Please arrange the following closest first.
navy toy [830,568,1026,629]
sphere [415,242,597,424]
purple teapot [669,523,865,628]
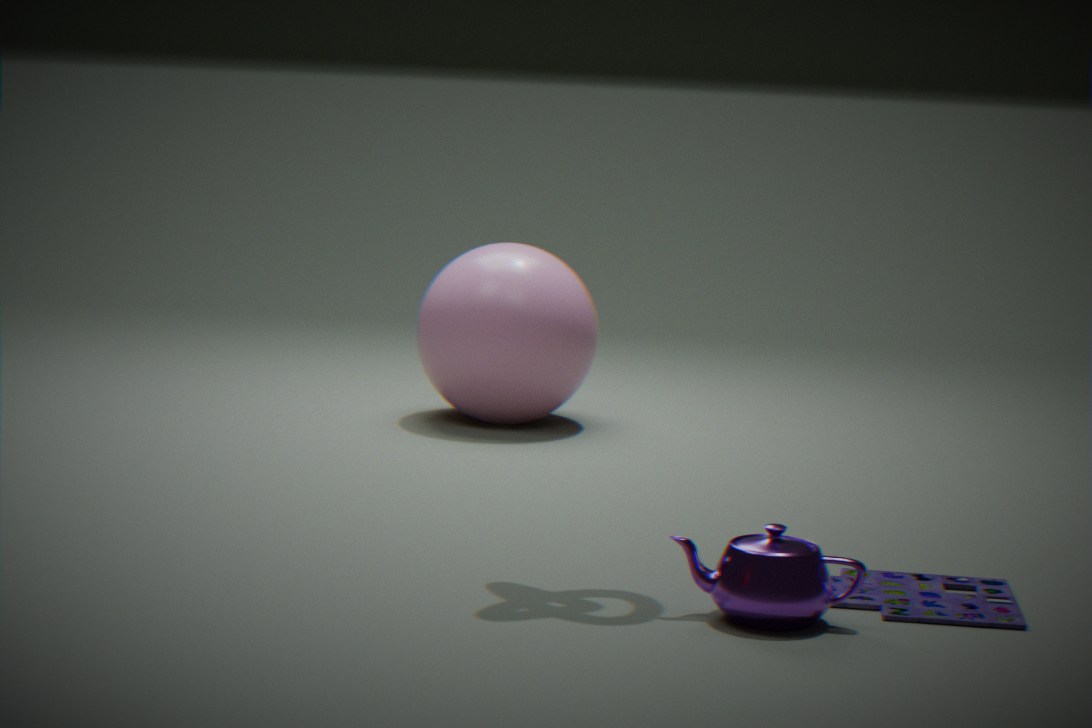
1. purple teapot [669,523,865,628]
2. navy toy [830,568,1026,629]
3. sphere [415,242,597,424]
